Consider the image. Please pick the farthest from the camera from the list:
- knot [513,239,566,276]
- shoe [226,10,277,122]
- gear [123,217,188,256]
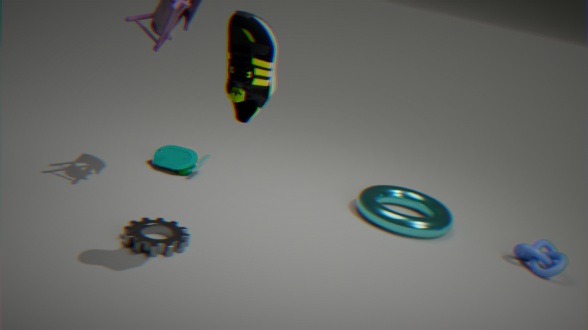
knot [513,239,566,276]
